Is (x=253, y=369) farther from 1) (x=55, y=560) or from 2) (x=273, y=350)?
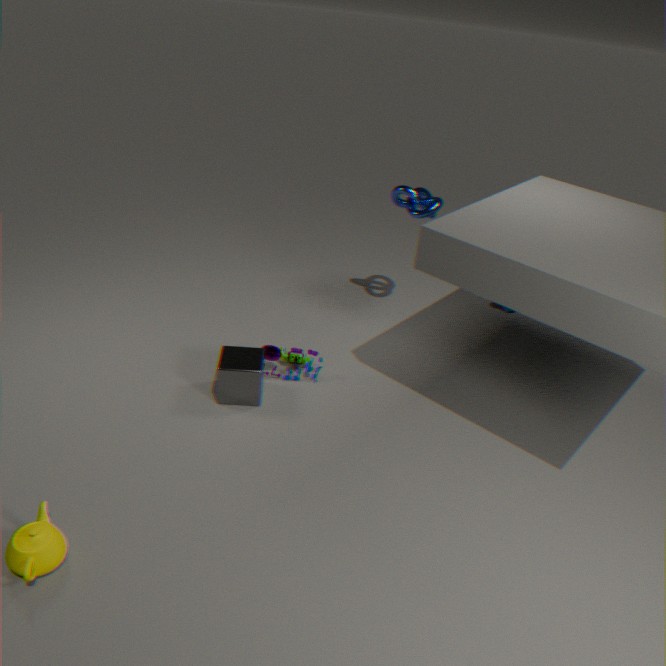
1) (x=55, y=560)
